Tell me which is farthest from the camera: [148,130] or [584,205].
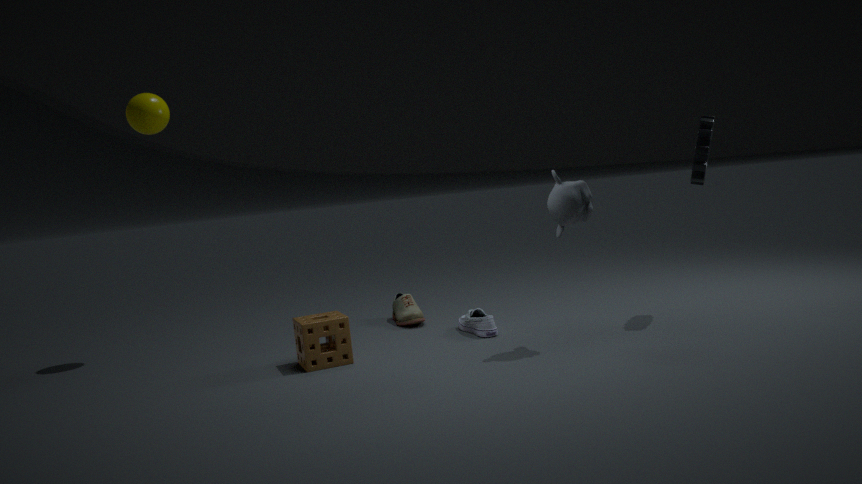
[148,130]
